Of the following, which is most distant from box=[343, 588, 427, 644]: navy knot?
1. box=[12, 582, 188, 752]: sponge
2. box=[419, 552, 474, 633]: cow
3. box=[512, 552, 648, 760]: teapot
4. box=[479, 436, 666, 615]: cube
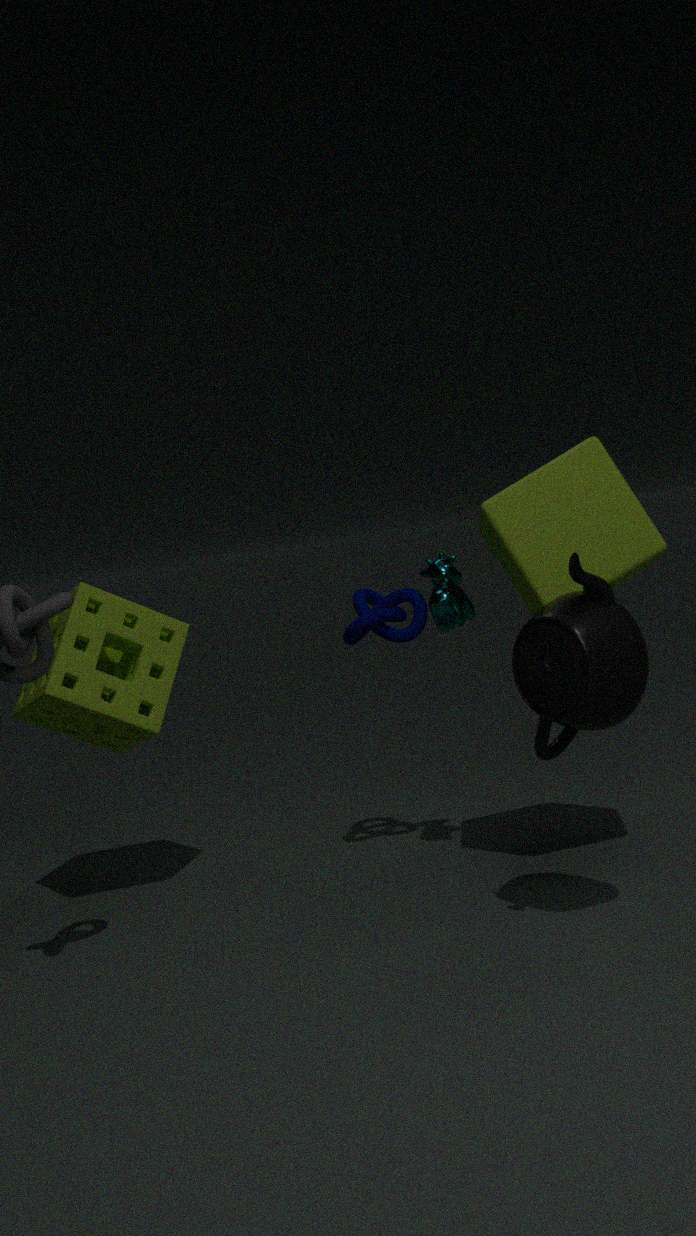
box=[512, 552, 648, 760]: teapot
